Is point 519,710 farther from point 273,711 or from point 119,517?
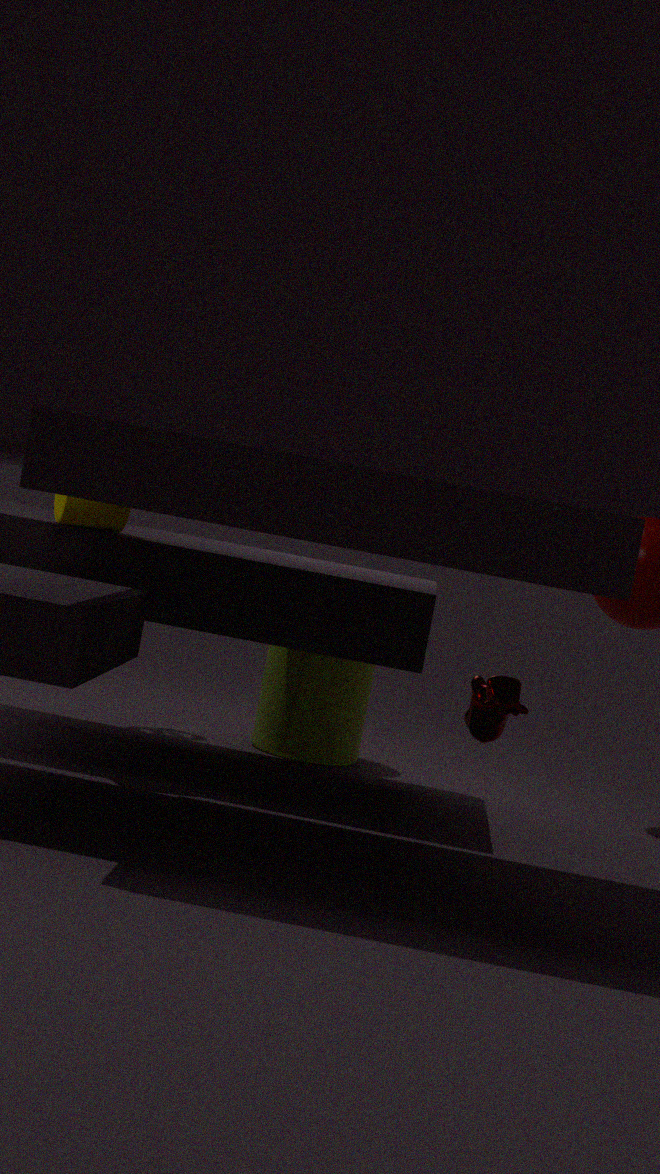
point 273,711
